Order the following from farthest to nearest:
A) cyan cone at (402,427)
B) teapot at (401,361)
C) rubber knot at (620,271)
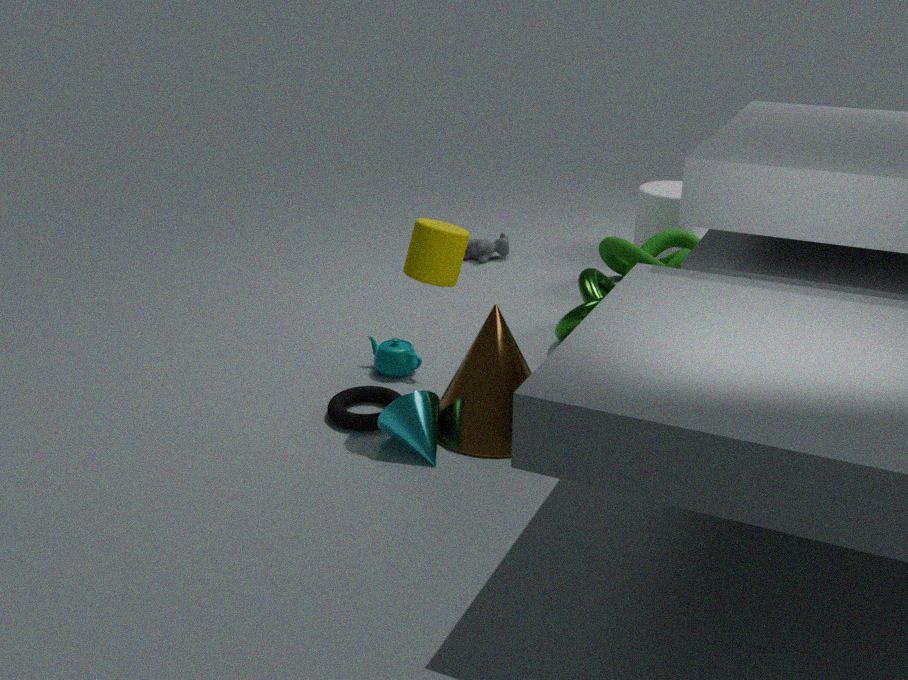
rubber knot at (620,271) < teapot at (401,361) < cyan cone at (402,427)
